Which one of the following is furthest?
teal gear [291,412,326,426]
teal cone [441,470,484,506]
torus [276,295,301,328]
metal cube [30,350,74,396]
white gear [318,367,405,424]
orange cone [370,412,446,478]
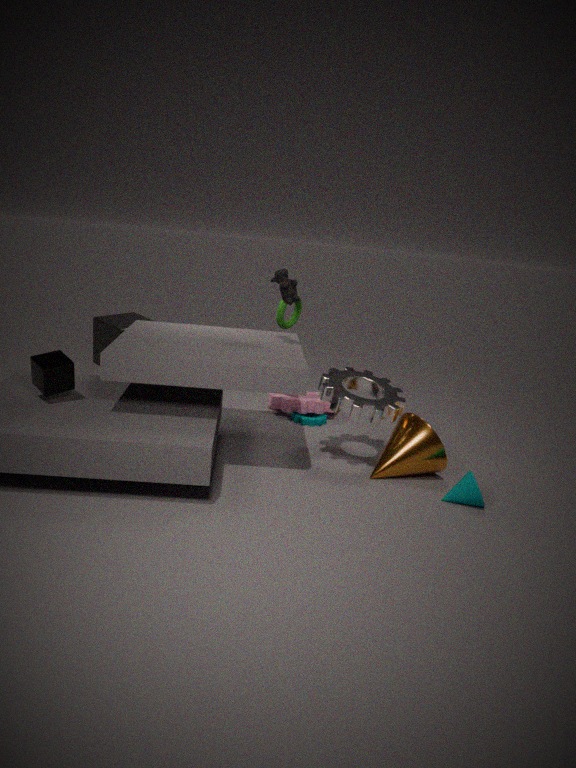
teal gear [291,412,326,426]
